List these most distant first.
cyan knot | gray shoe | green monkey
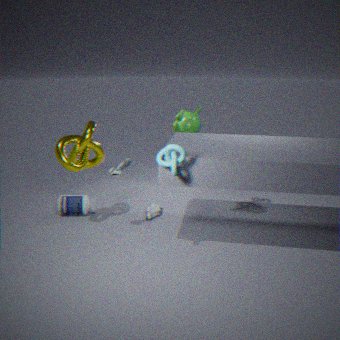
green monkey
gray shoe
cyan knot
